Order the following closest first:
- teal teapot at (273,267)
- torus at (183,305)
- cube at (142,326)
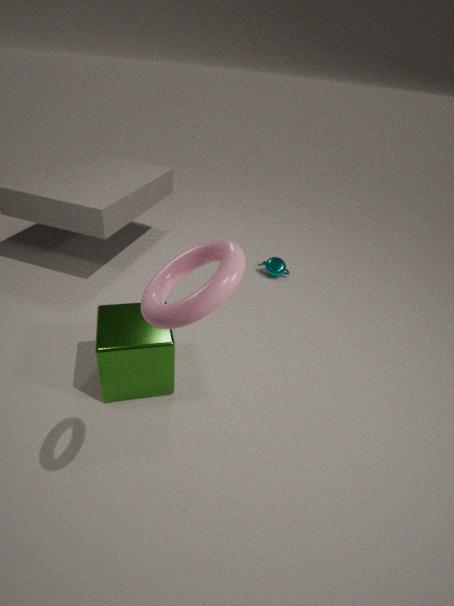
torus at (183,305) → cube at (142,326) → teal teapot at (273,267)
